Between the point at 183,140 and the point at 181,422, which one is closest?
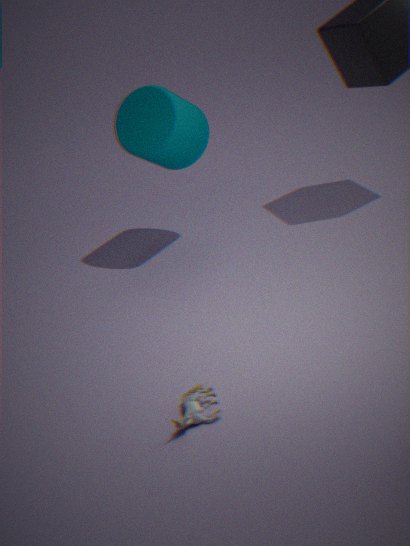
the point at 181,422
